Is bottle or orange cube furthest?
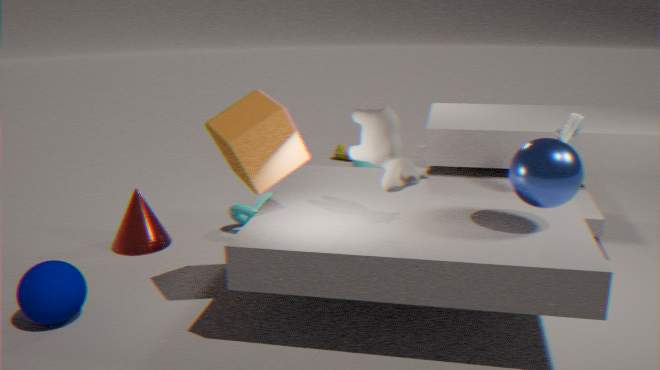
bottle
